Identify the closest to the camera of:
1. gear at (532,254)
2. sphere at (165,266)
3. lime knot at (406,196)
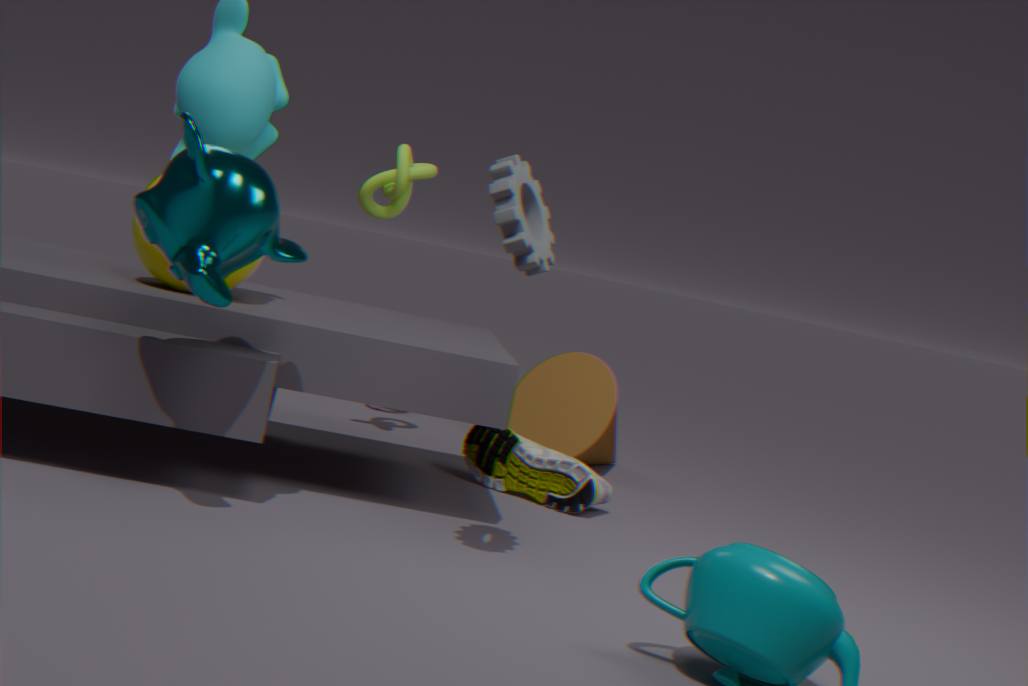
gear at (532,254)
